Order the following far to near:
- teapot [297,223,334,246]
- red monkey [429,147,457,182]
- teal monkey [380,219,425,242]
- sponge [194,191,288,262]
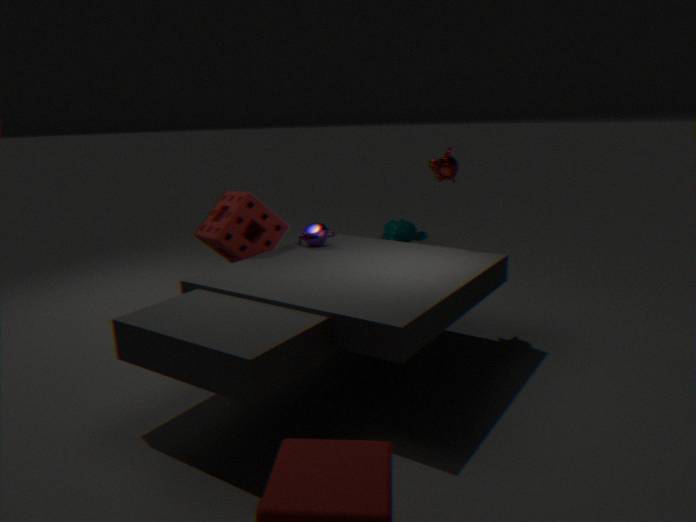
teal monkey [380,219,425,242] → teapot [297,223,334,246] → red monkey [429,147,457,182] → sponge [194,191,288,262]
